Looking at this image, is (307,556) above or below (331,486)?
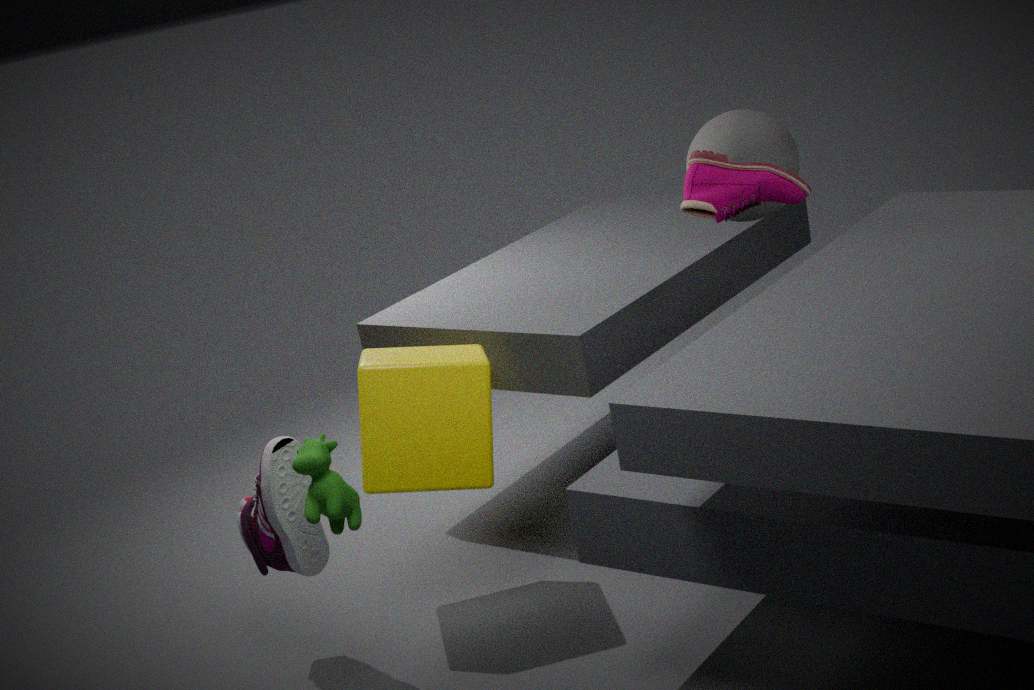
below
